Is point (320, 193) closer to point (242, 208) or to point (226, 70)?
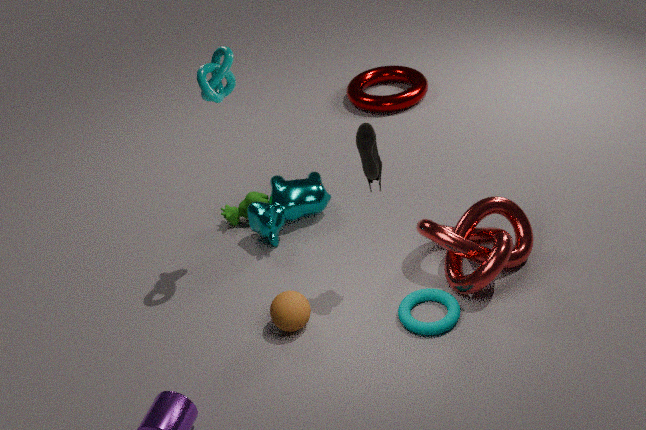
point (242, 208)
